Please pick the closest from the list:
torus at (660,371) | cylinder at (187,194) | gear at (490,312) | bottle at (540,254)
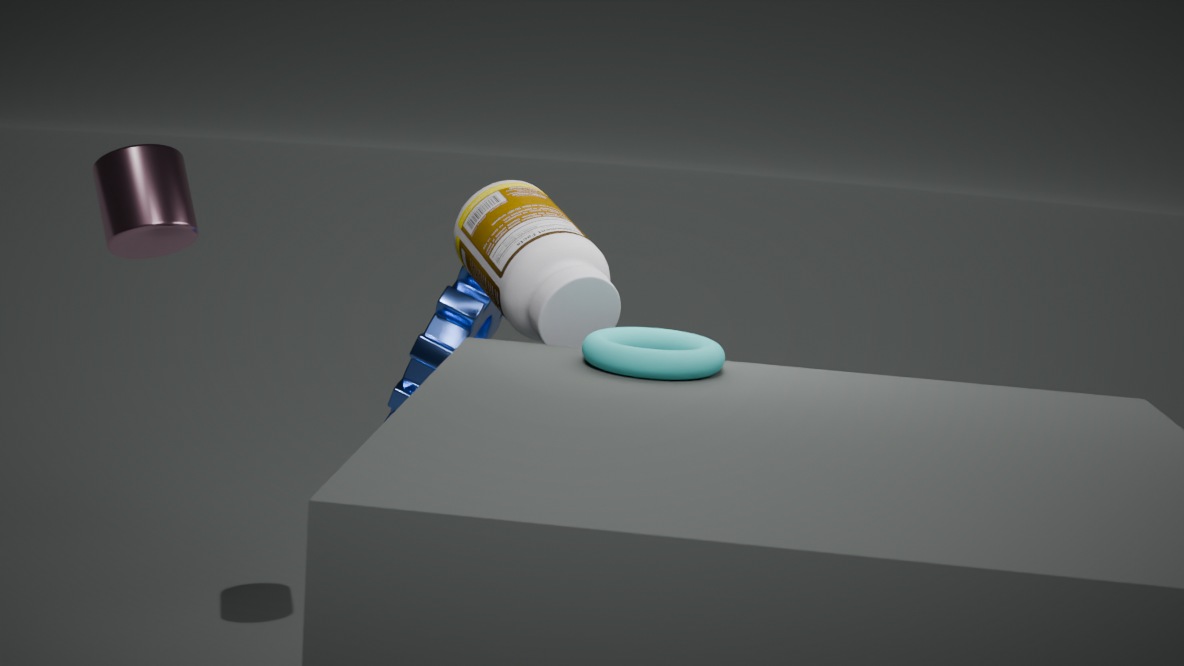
torus at (660,371)
